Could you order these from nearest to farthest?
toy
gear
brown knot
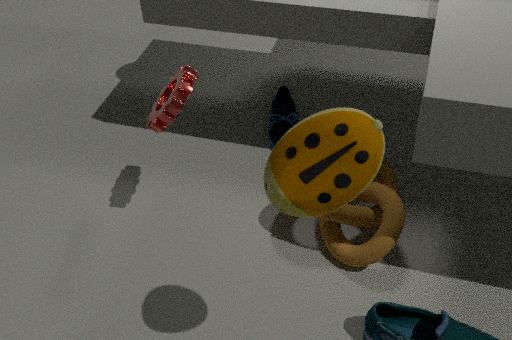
1. toy
2. gear
3. brown knot
